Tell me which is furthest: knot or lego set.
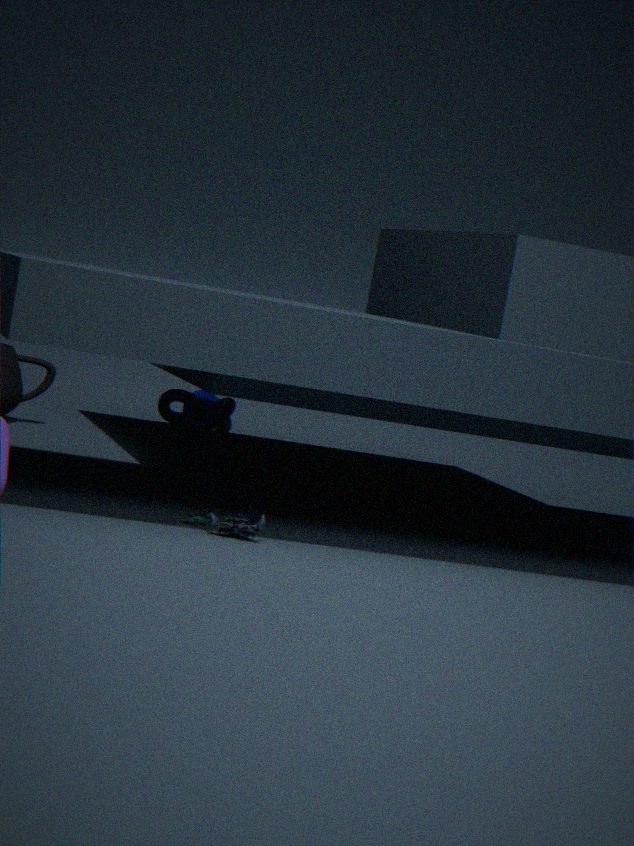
knot
